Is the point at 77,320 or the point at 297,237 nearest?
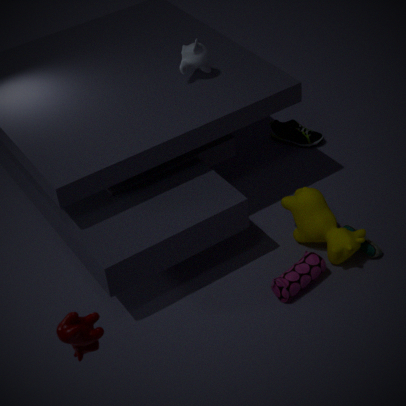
the point at 77,320
